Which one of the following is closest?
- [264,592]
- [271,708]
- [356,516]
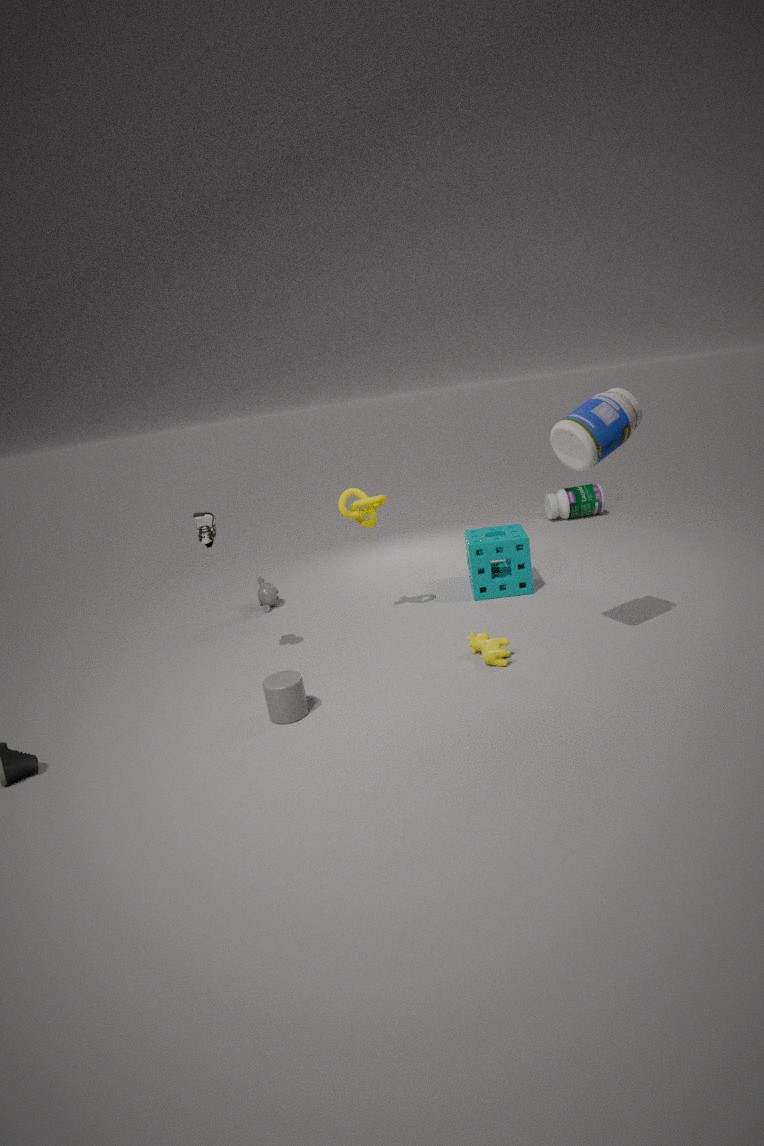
[271,708]
